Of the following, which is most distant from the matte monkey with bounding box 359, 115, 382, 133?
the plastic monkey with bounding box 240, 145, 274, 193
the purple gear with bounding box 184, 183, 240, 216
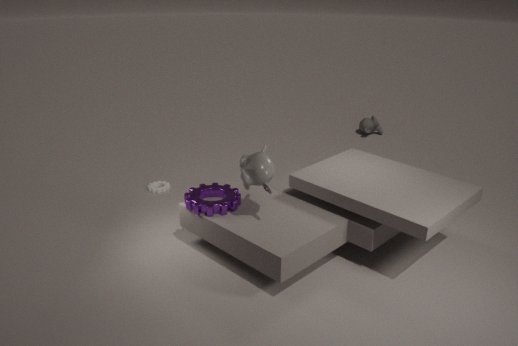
the plastic monkey with bounding box 240, 145, 274, 193
